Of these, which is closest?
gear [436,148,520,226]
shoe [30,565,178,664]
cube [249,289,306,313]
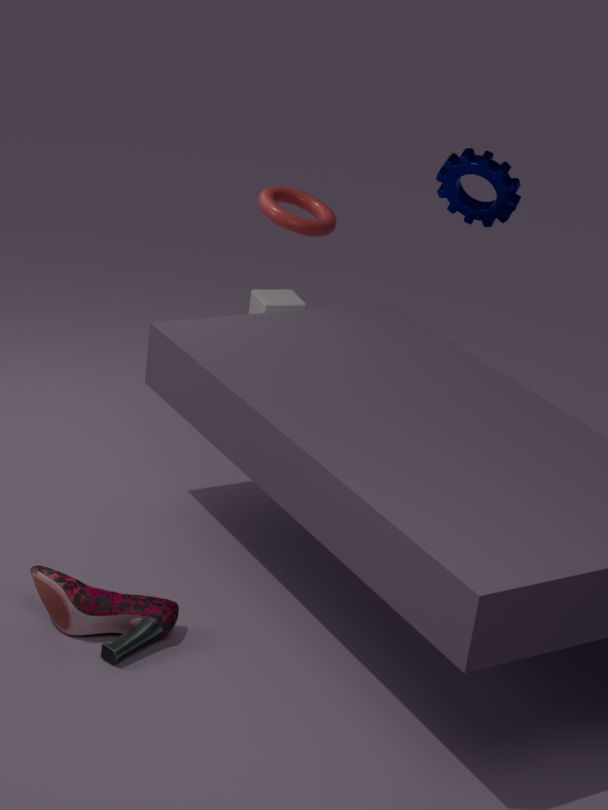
shoe [30,565,178,664]
